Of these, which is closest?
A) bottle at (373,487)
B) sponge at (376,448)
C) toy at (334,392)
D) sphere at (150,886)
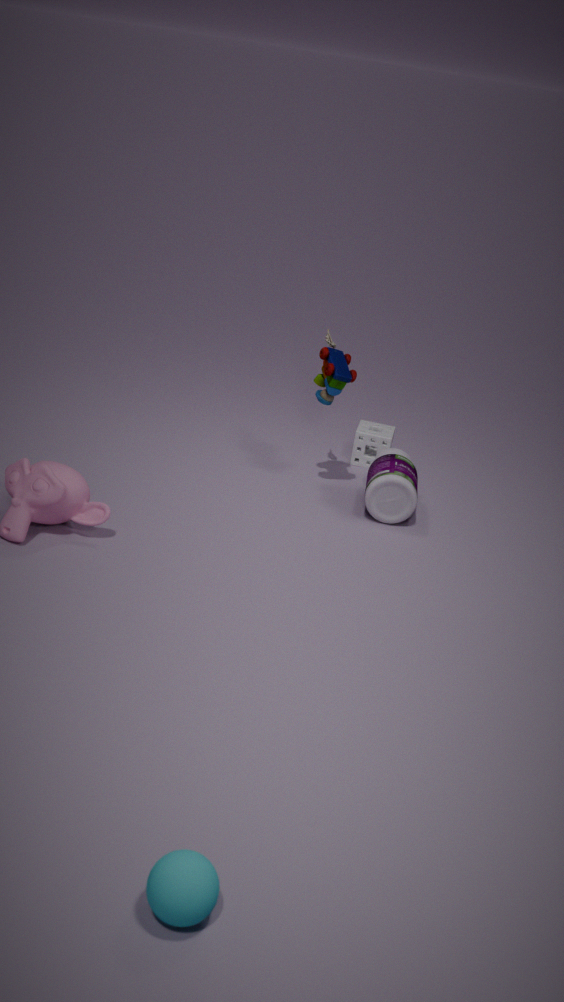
sphere at (150,886)
